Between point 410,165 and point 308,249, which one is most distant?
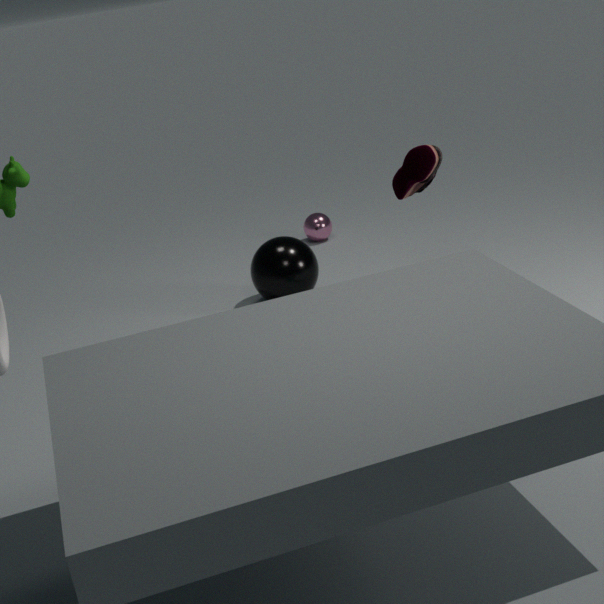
point 308,249
